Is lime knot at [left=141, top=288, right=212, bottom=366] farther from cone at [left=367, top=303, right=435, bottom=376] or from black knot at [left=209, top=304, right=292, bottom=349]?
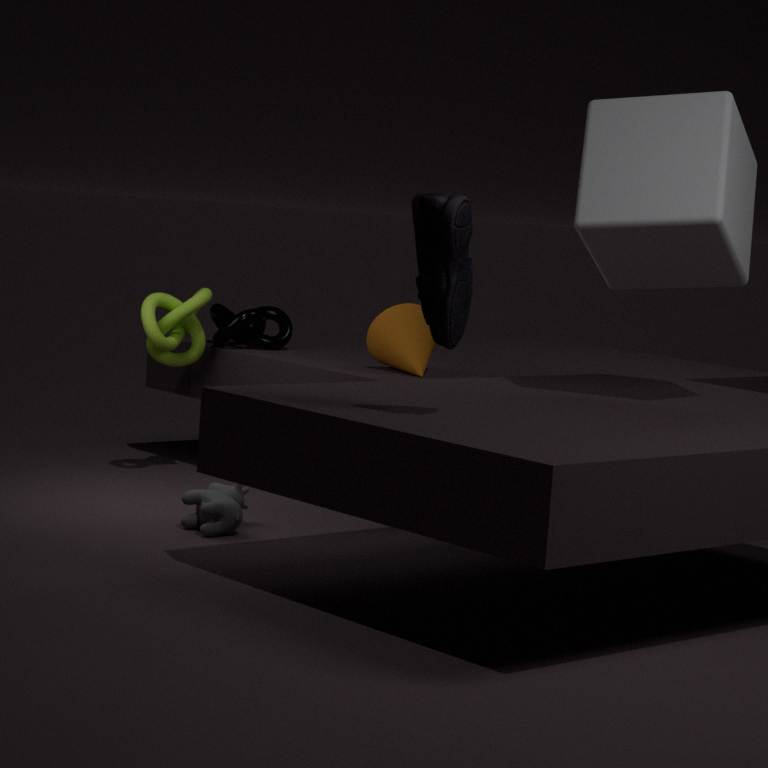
cone at [left=367, top=303, right=435, bottom=376]
